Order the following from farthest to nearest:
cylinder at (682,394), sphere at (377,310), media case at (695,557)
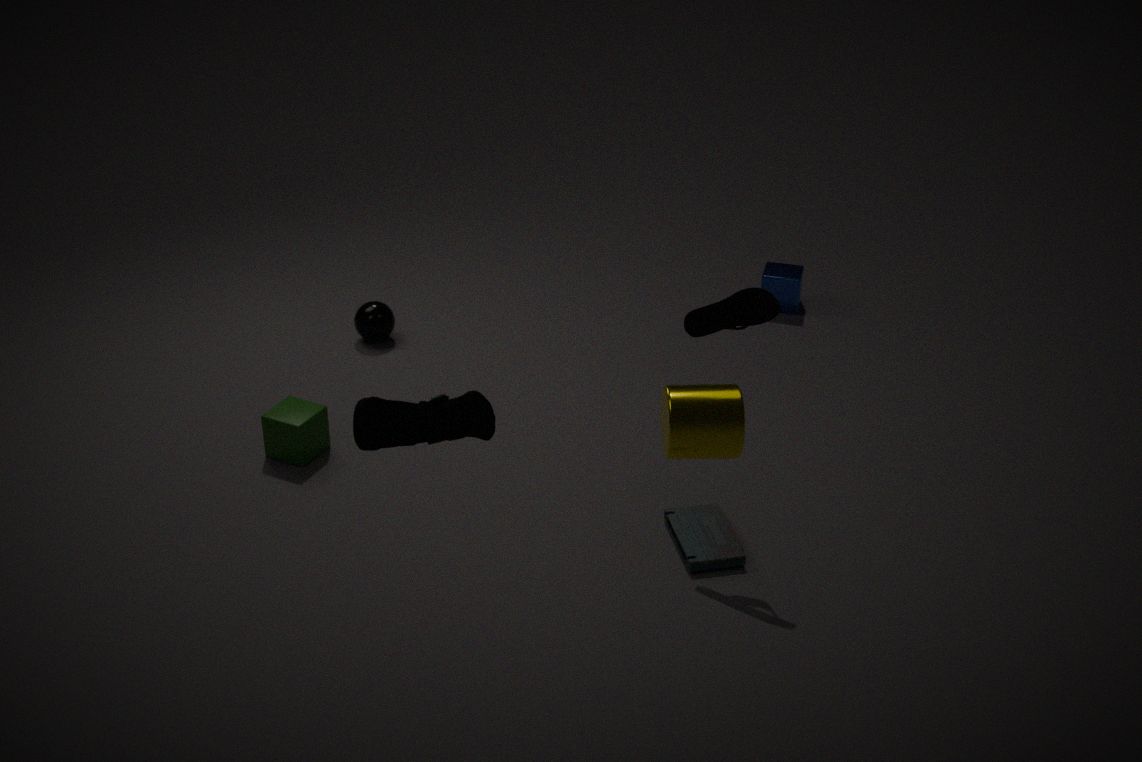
sphere at (377,310), media case at (695,557), cylinder at (682,394)
